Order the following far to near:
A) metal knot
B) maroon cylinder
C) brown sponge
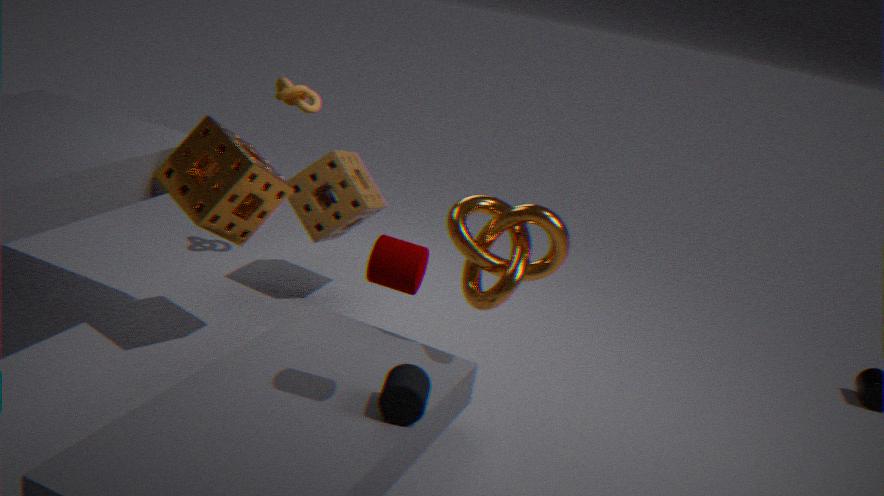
brown sponge < metal knot < maroon cylinder
